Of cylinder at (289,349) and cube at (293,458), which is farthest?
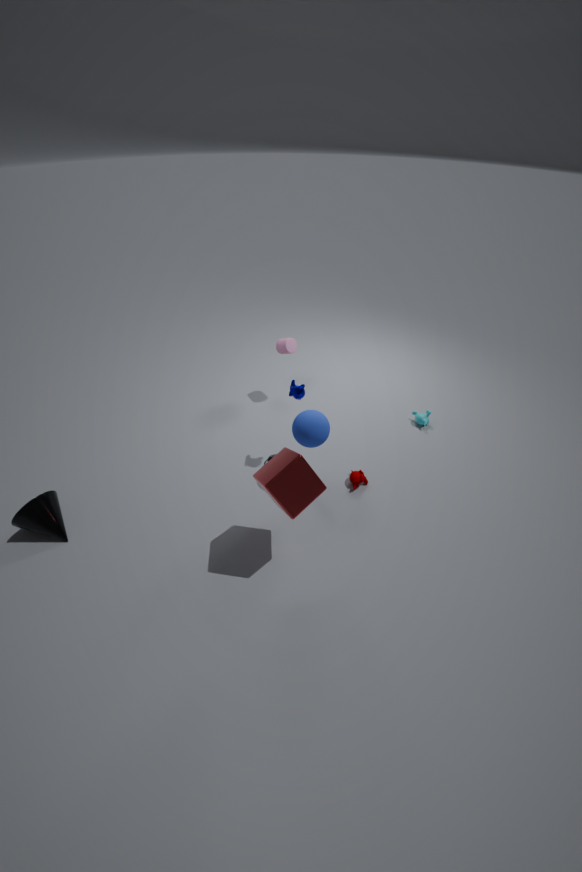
cylinder at (289,349)
